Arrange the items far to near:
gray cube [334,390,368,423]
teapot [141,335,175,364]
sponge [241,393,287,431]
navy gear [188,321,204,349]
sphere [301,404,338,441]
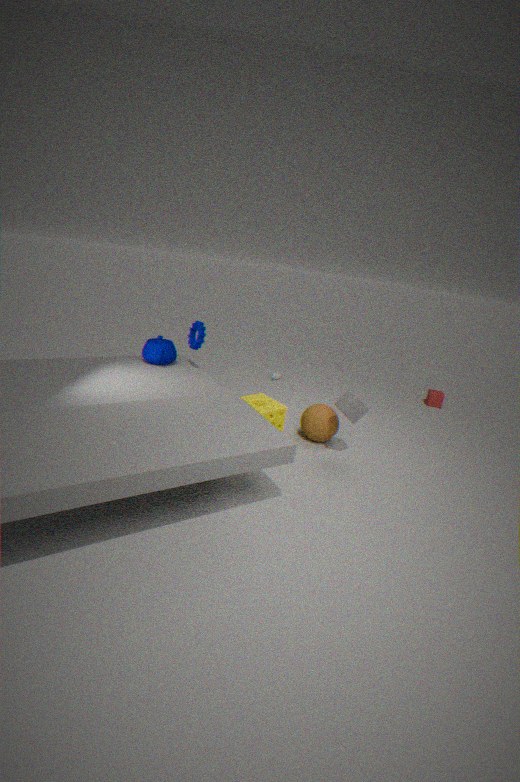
teapot [141,335,175,364] < navy gear [188,321,204,349] < sphere [301,404,338,441] < sponge [241,393,287,431] < gray cube [334,390,368,423]
